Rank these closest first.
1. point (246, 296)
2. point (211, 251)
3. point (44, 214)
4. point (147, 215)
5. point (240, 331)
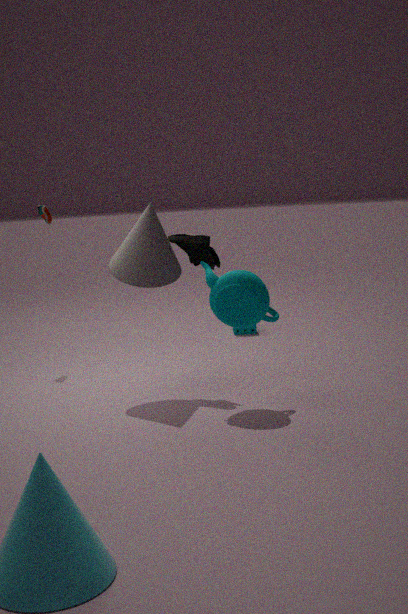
point (246, 296) → point (147, 215) → point (211, 251) → point (44, 214) → point (240, 331)
